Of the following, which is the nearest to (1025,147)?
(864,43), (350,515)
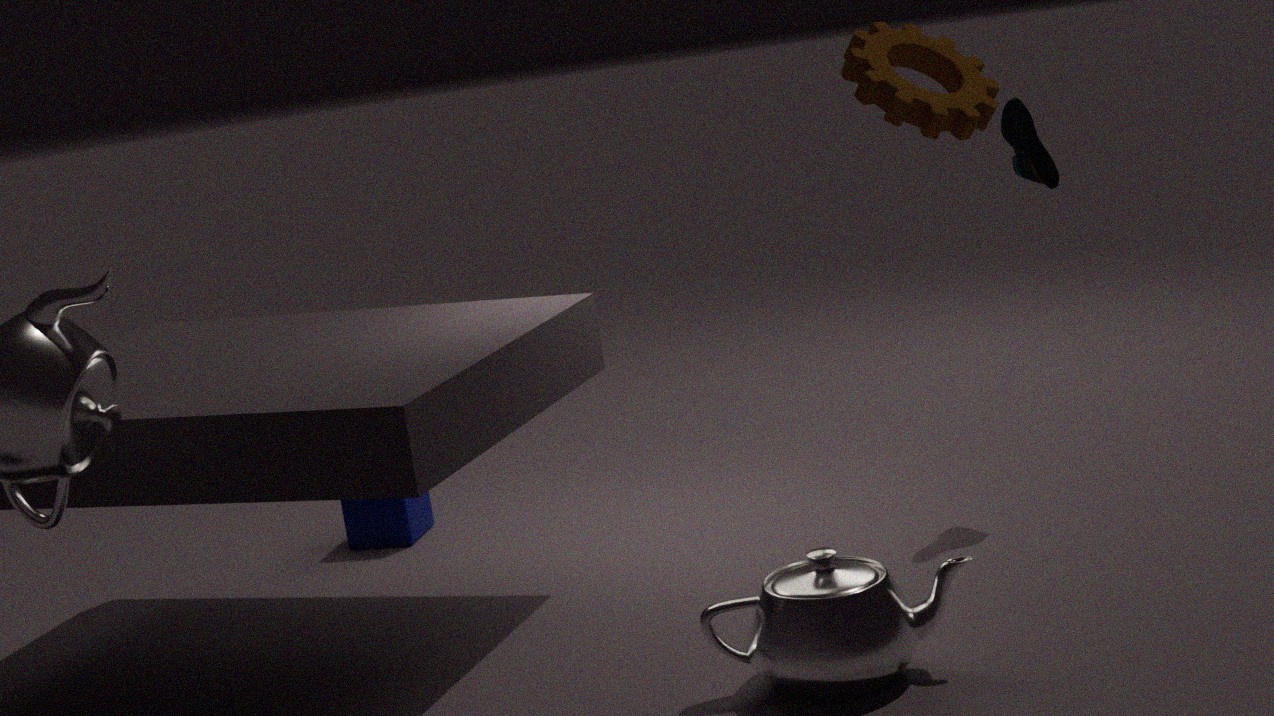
(864,43)
